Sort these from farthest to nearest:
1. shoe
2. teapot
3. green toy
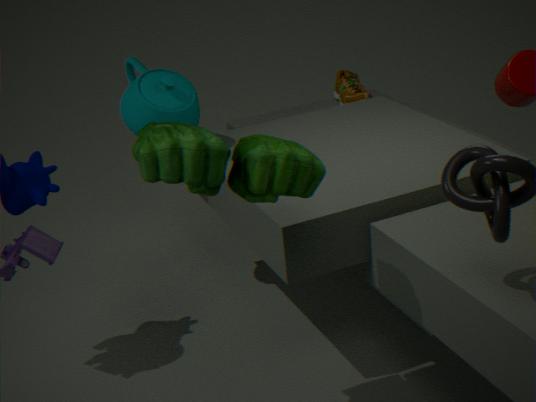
shoe → teapot → green toy
